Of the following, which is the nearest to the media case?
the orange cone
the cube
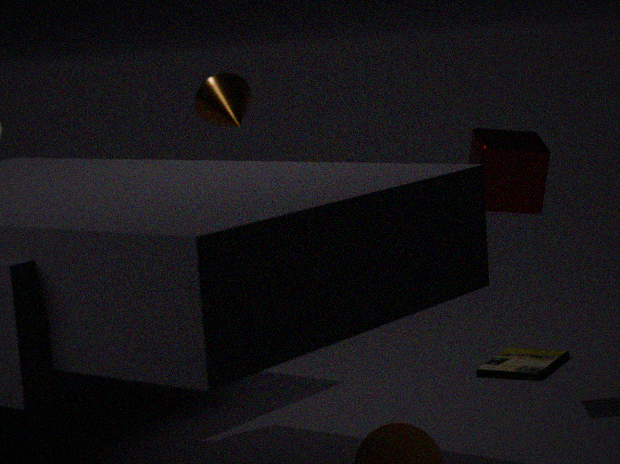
the cube
